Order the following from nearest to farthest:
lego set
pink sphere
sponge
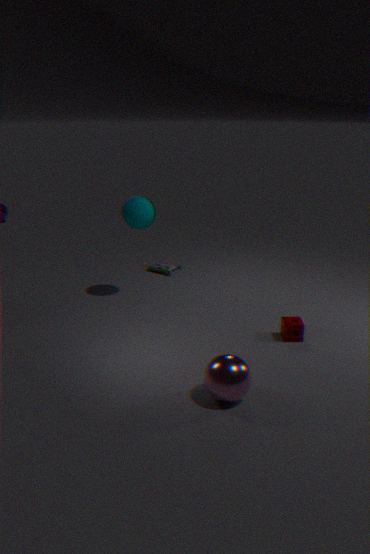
pink sphere
sponge
lego set
